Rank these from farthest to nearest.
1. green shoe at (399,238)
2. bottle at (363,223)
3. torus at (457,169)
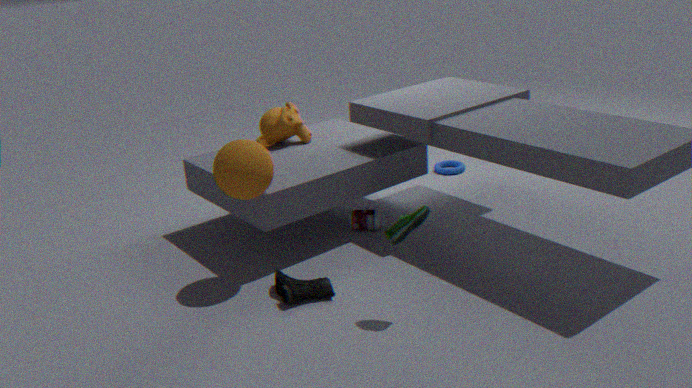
torus at (457,169) → bottle at (363,223) → green shoe at (399,238)
